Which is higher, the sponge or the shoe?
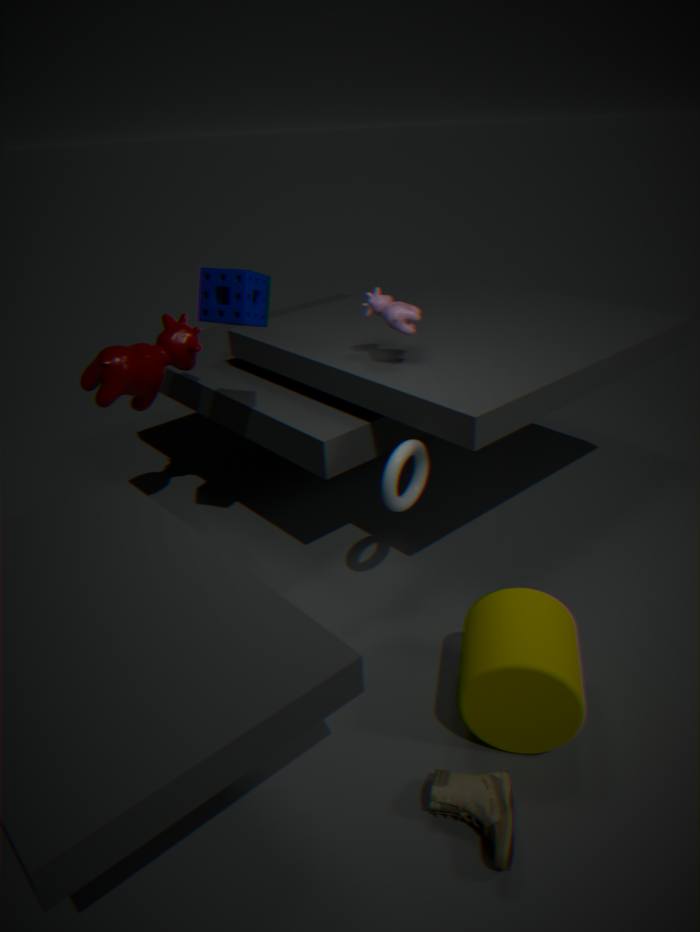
the sponge
